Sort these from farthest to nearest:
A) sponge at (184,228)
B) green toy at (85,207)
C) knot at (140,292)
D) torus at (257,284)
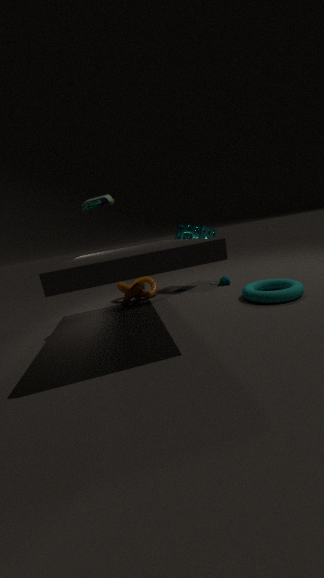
1. knot at (140,292)
2. sponge at (184,228)
3. torus at (257,284)
4. green toy at (85,207)
